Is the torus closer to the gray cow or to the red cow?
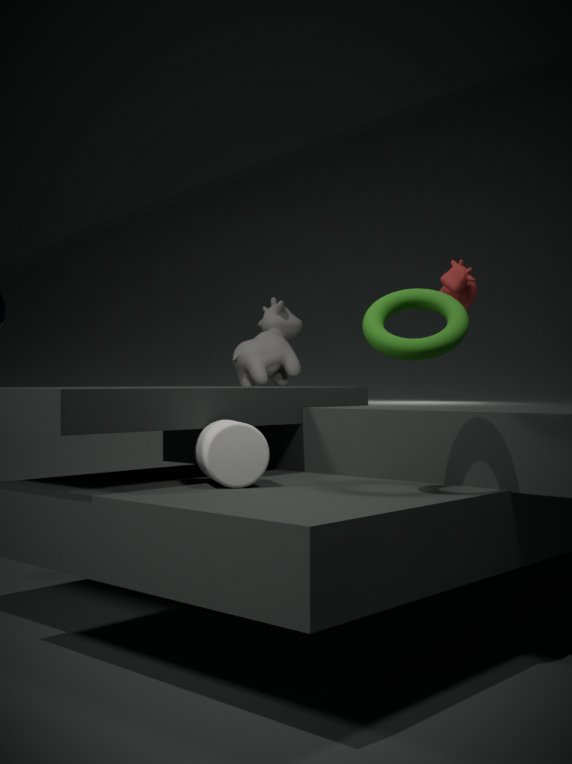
the red cow
